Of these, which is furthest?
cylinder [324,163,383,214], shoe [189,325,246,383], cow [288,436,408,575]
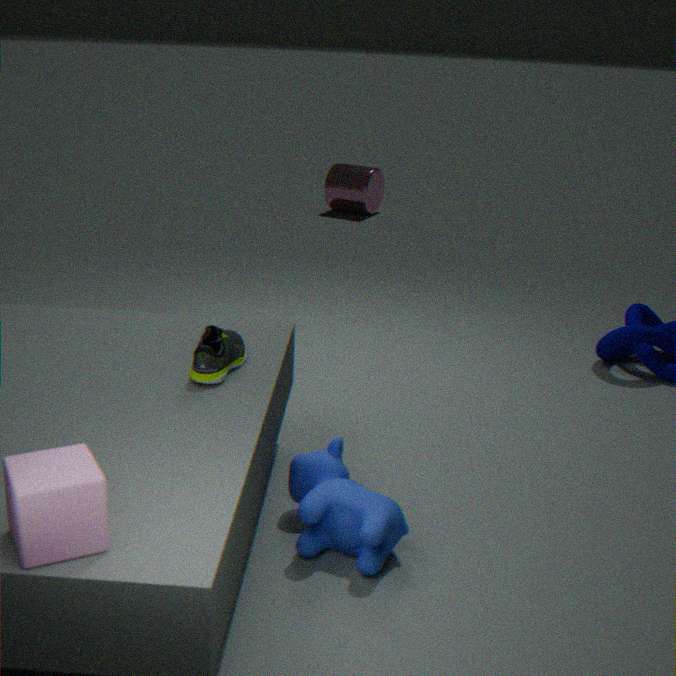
cylinder [324,163,383,214]
